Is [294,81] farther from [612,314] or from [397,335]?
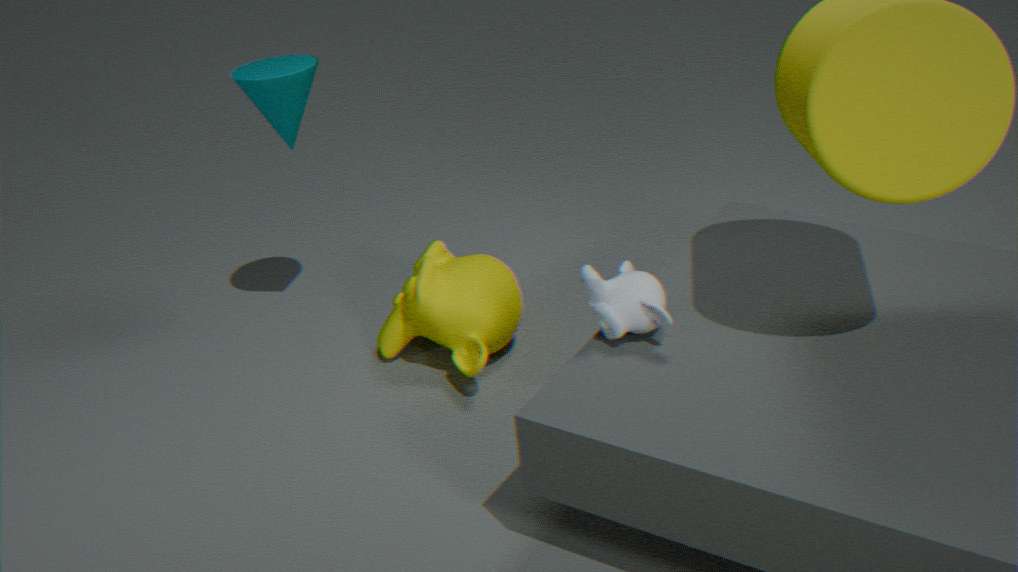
[612,314]
